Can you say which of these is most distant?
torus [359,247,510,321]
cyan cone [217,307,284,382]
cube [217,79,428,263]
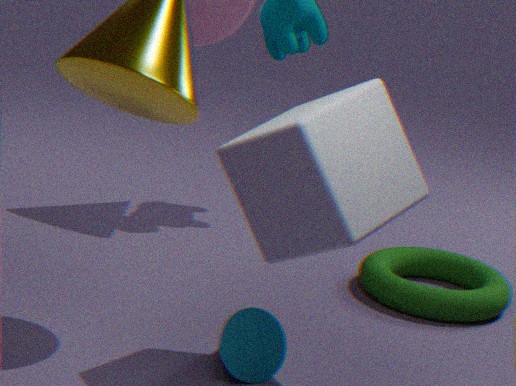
torus [359,247,510,321]
